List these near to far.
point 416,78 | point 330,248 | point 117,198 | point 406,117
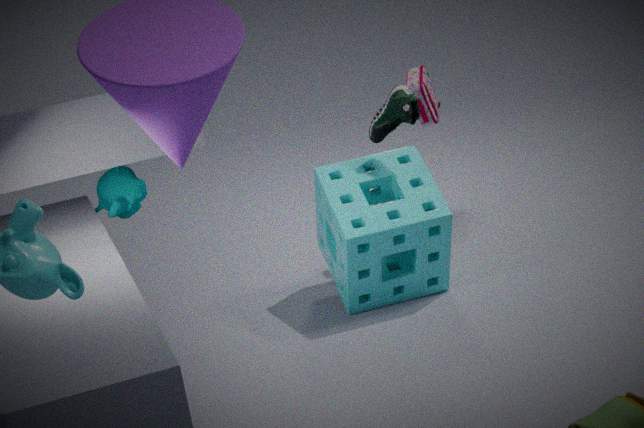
point 117,198 → point 406,117 → point 330,248 → point 416,78
